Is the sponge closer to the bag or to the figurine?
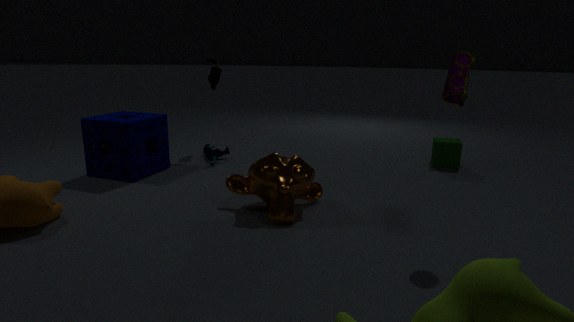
the figurine
